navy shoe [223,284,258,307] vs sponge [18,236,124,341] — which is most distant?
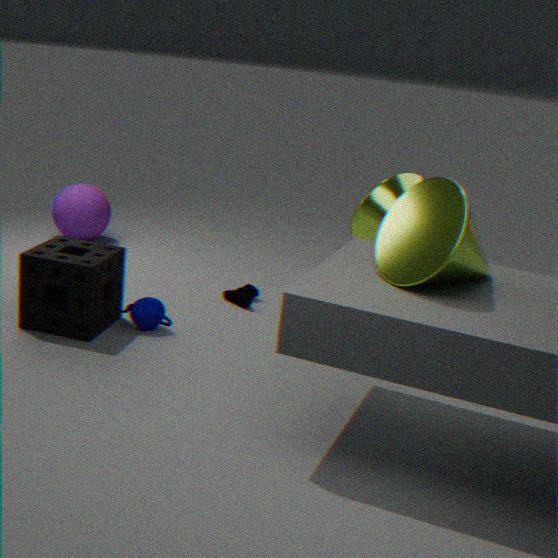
navy shoe [223,284,258,307]
